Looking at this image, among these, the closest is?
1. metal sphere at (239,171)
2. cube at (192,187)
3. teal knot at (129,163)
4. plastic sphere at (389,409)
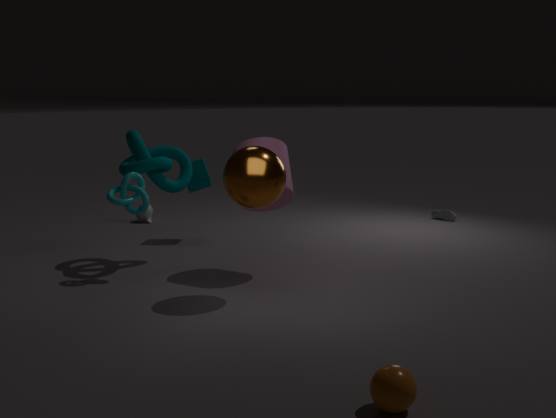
plastic sphere at (389,409)
